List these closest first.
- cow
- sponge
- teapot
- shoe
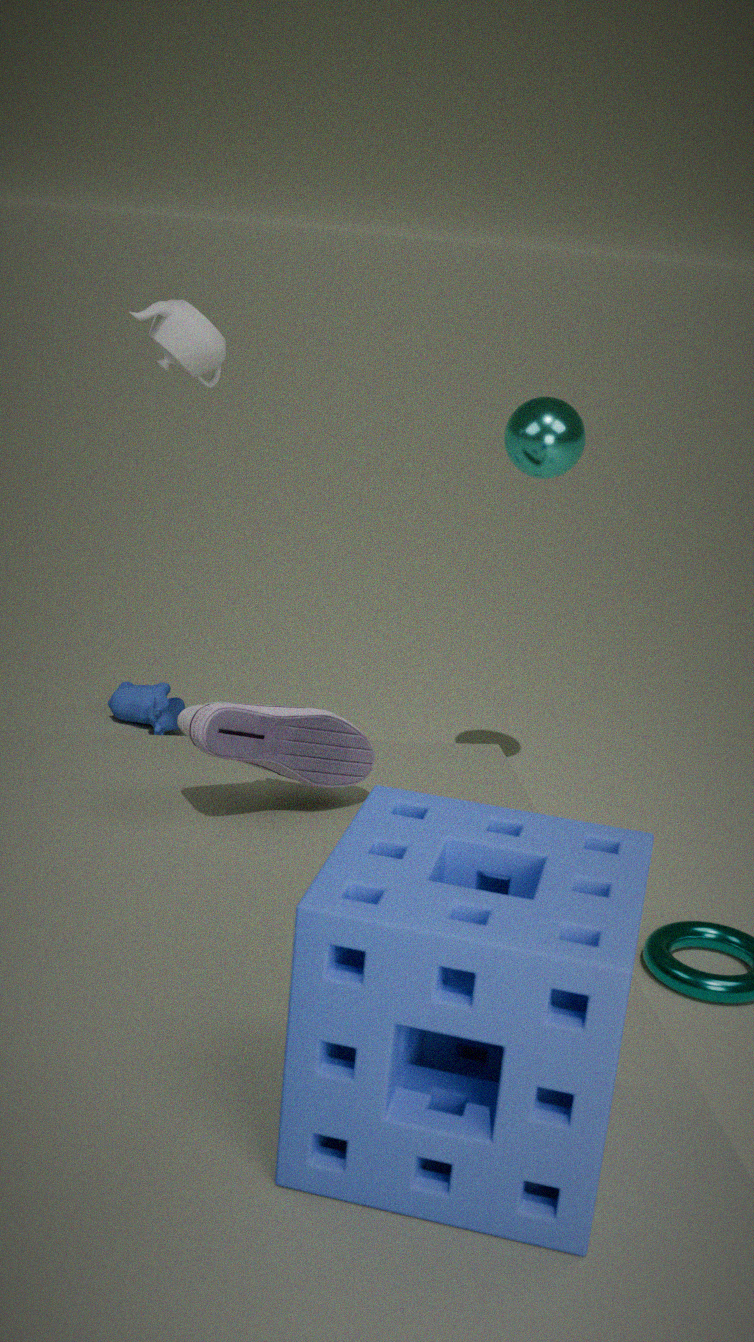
sponge
shoe
teapot
cow
